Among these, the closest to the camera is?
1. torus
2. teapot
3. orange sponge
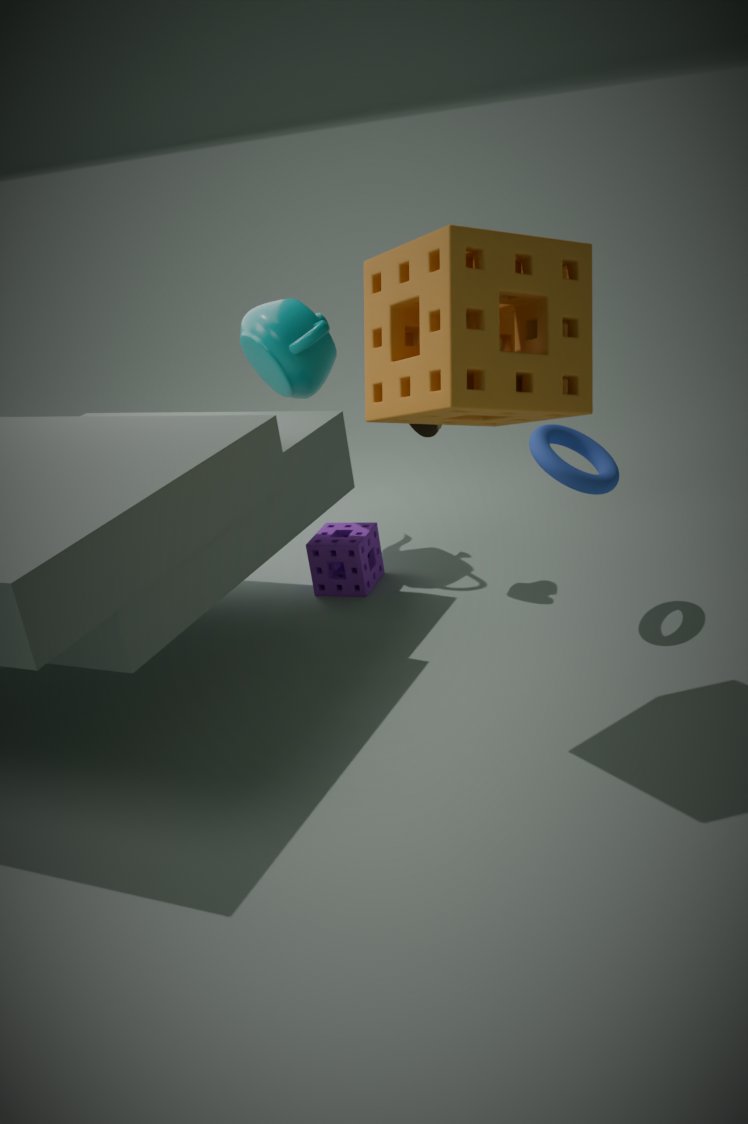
orange sponge
